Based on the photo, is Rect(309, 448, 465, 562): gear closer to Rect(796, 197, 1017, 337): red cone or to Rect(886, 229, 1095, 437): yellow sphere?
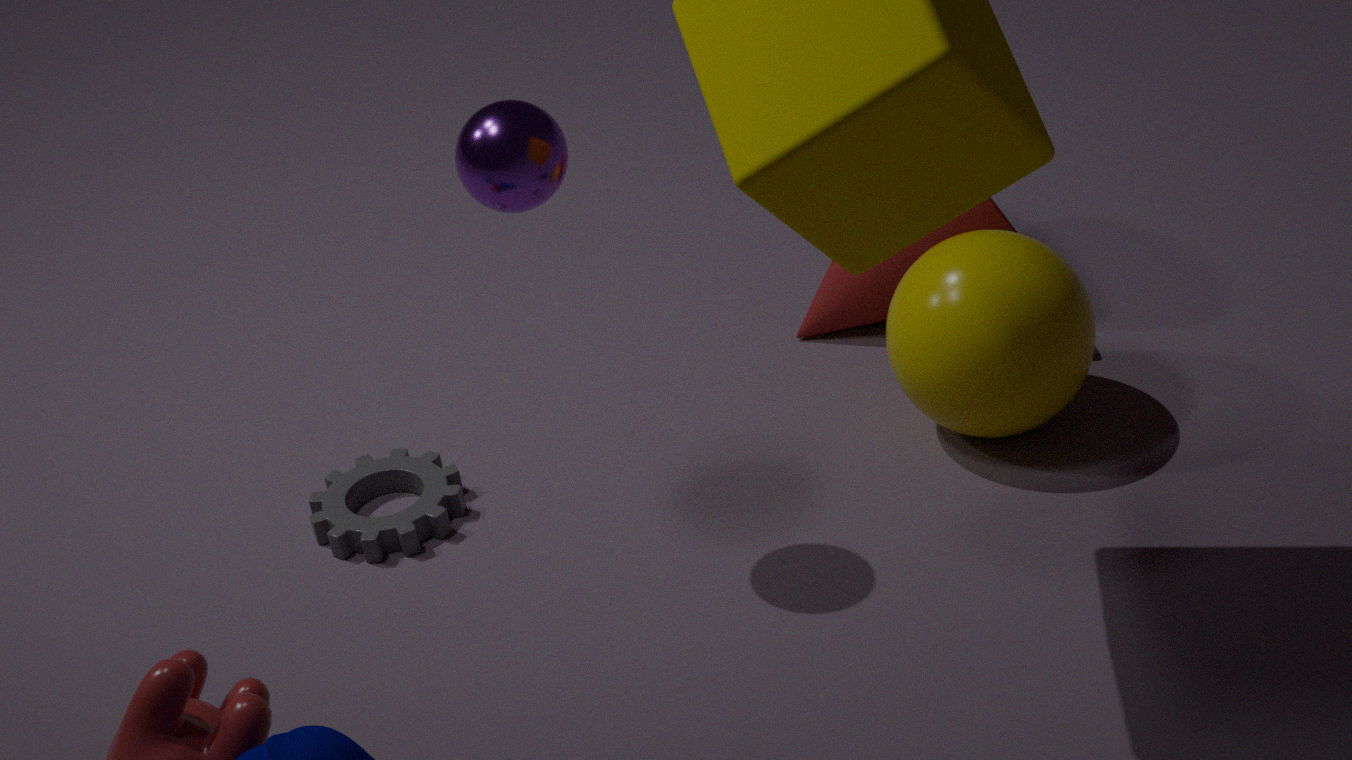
Rect(796, 197, 1017, 337): red cone
